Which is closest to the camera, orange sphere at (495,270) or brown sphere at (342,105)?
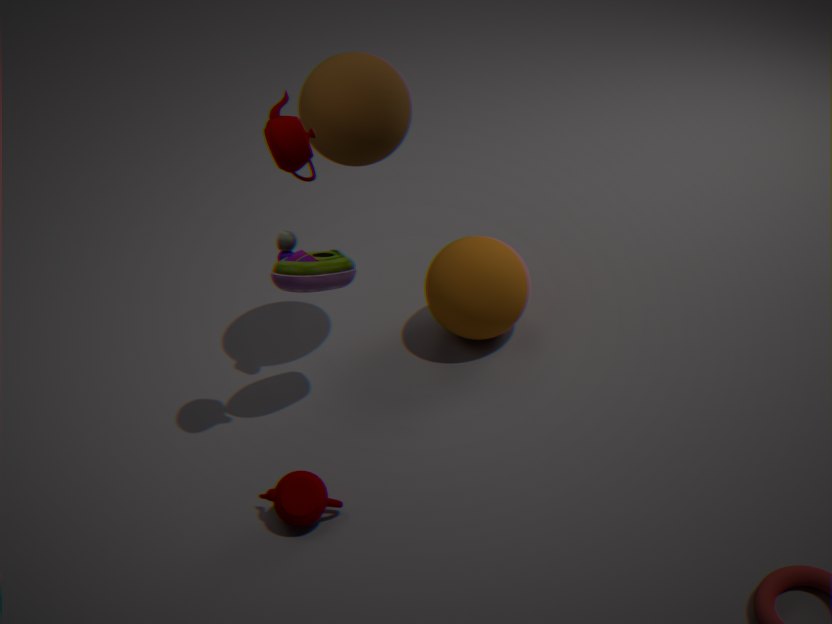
brown sphere at (342,105)
